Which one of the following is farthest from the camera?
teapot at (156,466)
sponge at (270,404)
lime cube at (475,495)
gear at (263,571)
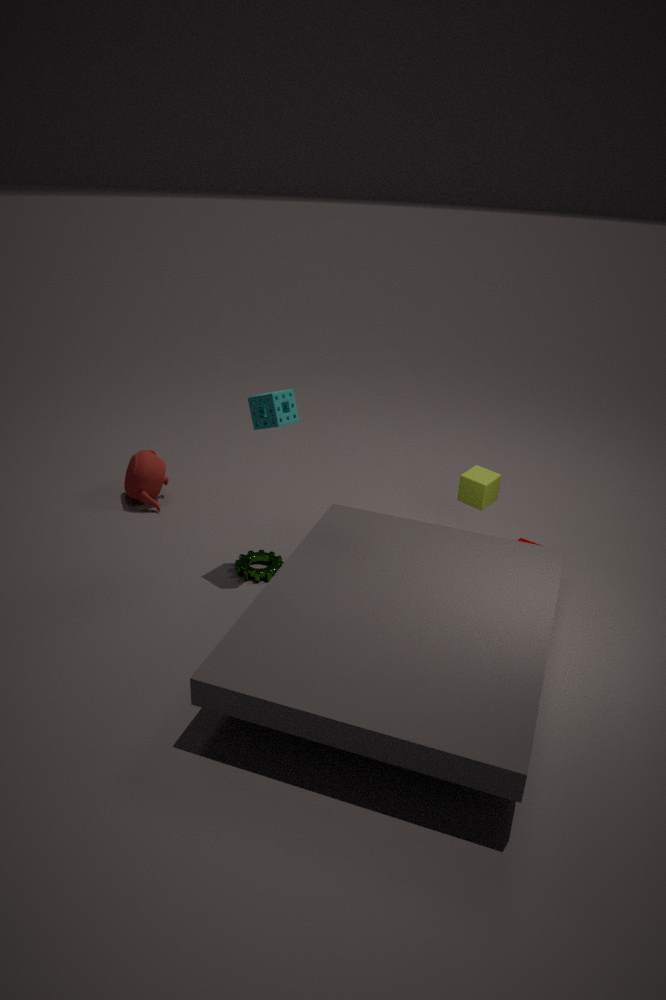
teapot at (156,466)
